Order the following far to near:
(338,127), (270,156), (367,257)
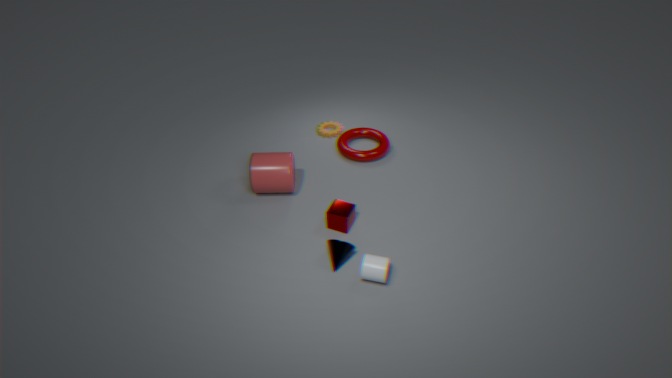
(338,127) → (270,156) → (367,257)
